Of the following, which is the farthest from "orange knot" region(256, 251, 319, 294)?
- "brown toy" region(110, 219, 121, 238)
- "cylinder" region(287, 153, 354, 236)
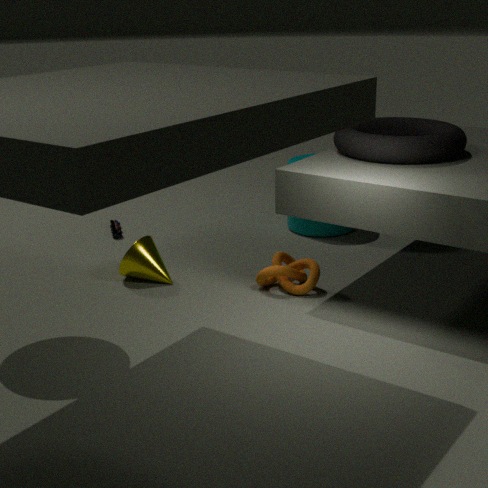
"brown toy" region(110, 219, 121, 238)
